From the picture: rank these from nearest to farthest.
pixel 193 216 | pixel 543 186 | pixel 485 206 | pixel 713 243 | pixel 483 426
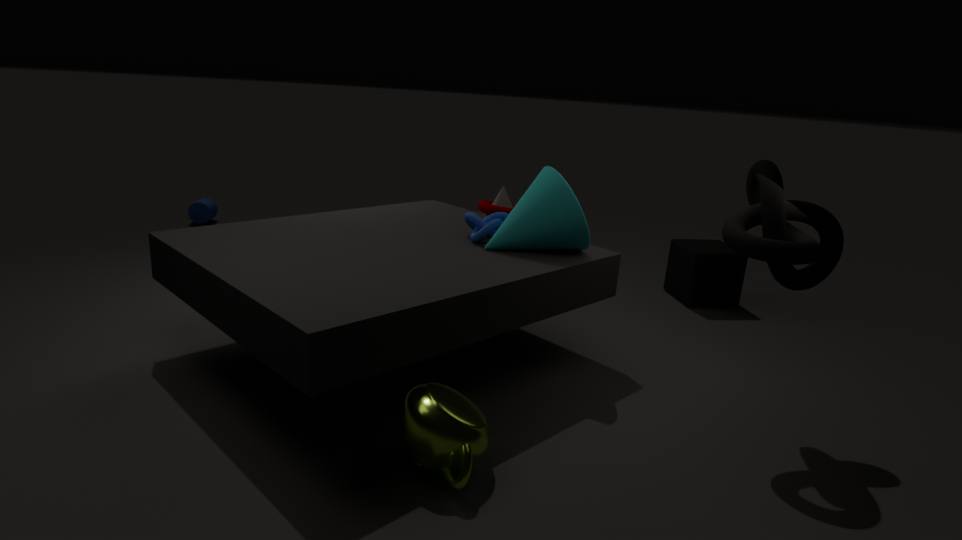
pixel 483 426, pixel 543 186, pixel 485 206, pixel 713 243, pixel 193 216
